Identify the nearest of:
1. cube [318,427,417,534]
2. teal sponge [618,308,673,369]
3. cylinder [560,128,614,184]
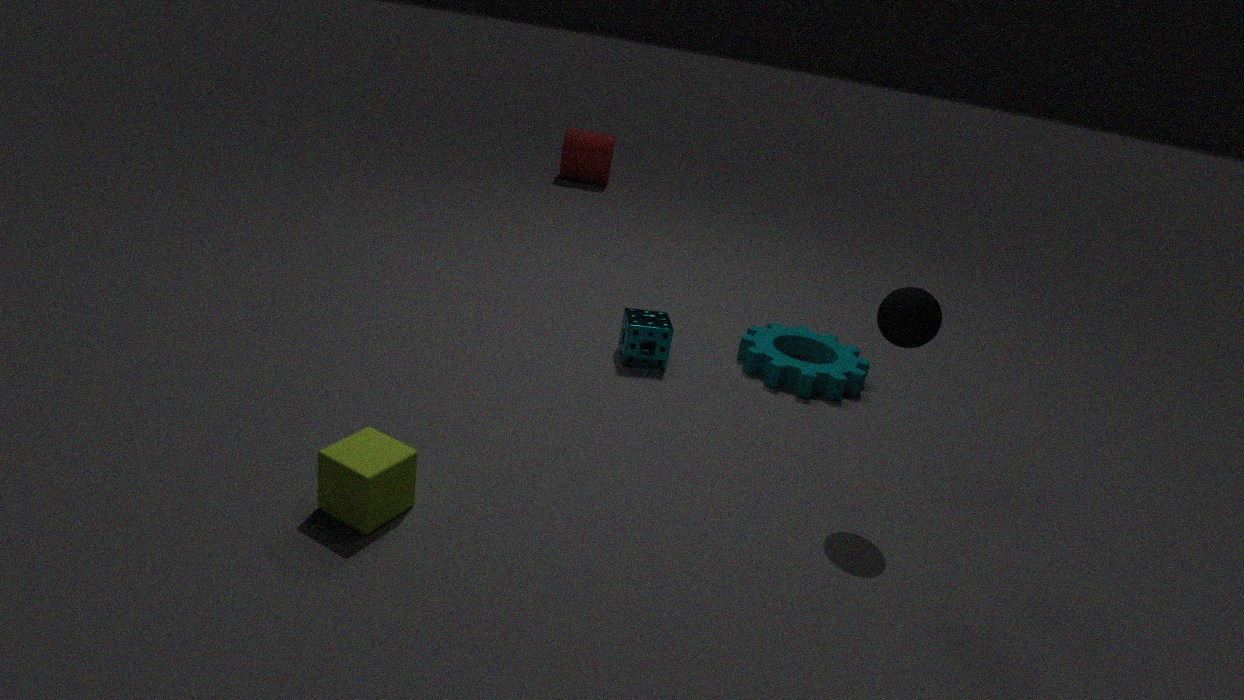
cube [318,427,417,534]
